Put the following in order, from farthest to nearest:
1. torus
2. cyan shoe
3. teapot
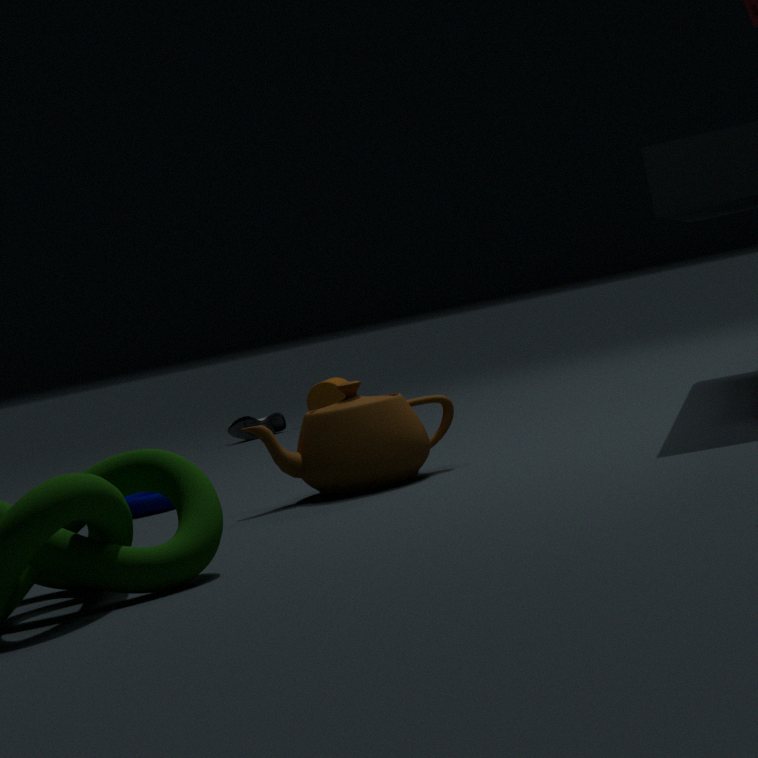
cyan shoe < torus < teapot
